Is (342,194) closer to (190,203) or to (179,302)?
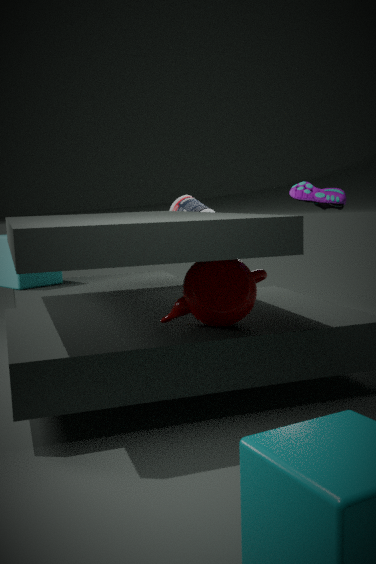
(179,302)
